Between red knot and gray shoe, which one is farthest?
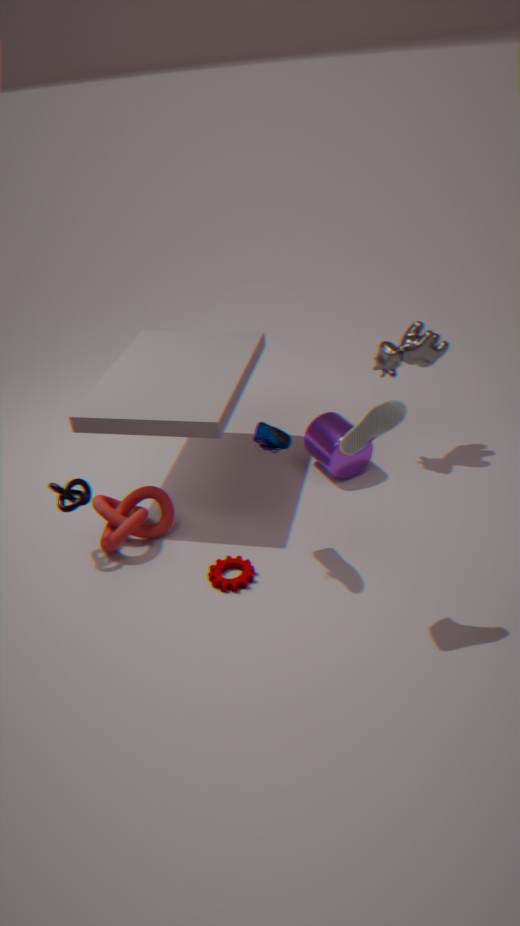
red knot
